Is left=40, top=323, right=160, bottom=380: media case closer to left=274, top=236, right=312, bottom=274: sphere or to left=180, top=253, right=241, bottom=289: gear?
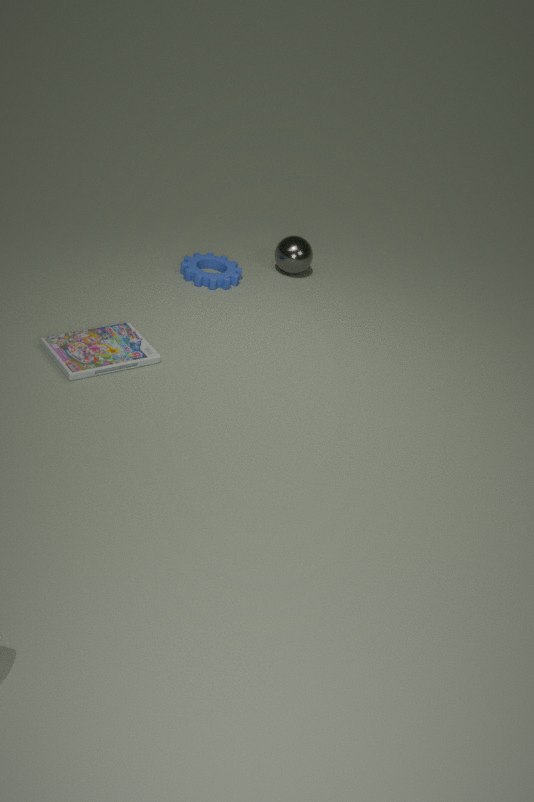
left=180, top=253, right=241, bottom=289: gear
